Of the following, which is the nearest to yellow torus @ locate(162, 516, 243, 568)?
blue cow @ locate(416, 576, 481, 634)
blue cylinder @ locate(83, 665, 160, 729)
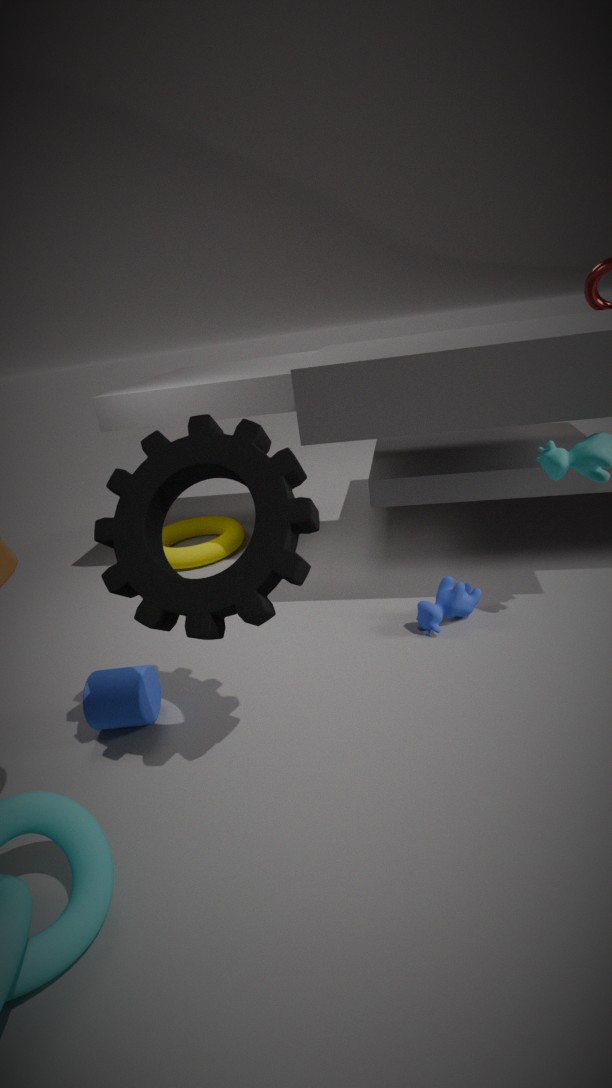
blue cylinder @ locate(83, 665, 160, 729)
